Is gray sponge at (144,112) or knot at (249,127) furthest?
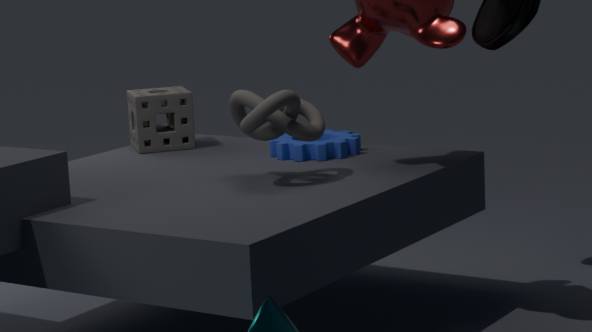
gray sponge at (144,112)
